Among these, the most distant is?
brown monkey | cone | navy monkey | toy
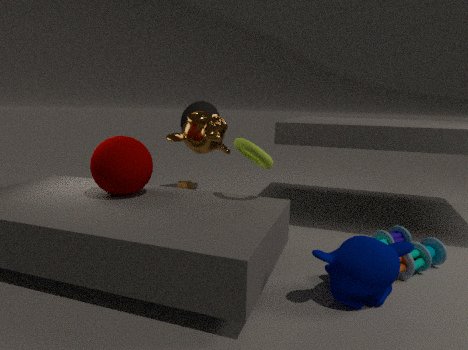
cone
